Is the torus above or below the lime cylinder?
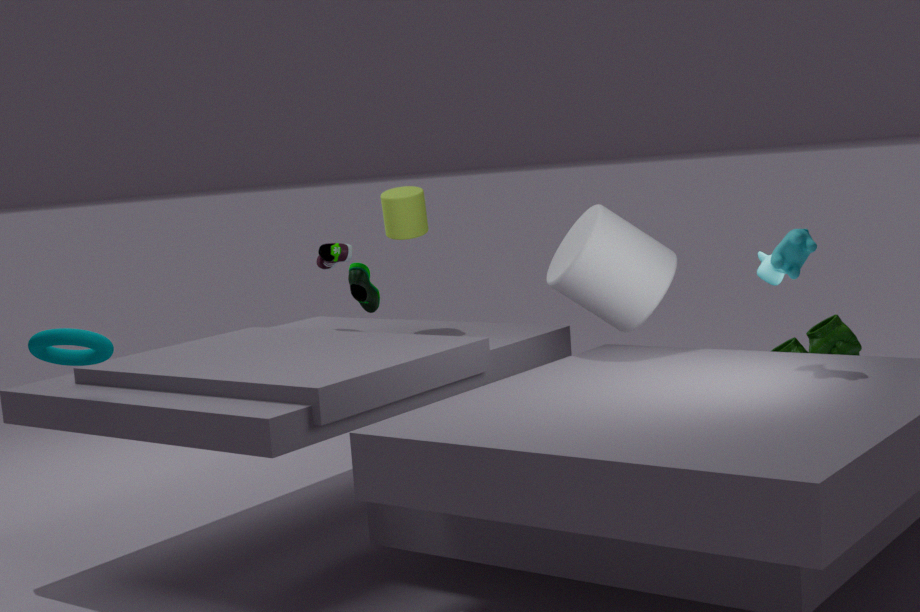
below
